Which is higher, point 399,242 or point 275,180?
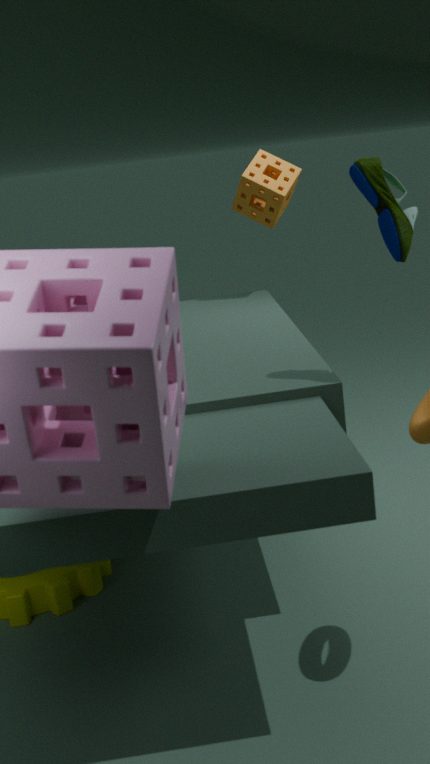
point 399,242
